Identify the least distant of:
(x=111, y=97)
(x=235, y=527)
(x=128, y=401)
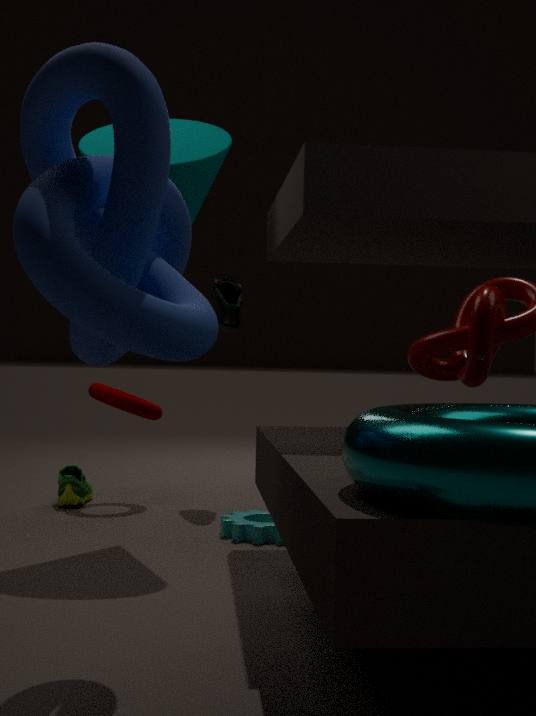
(x=111, y=97)
